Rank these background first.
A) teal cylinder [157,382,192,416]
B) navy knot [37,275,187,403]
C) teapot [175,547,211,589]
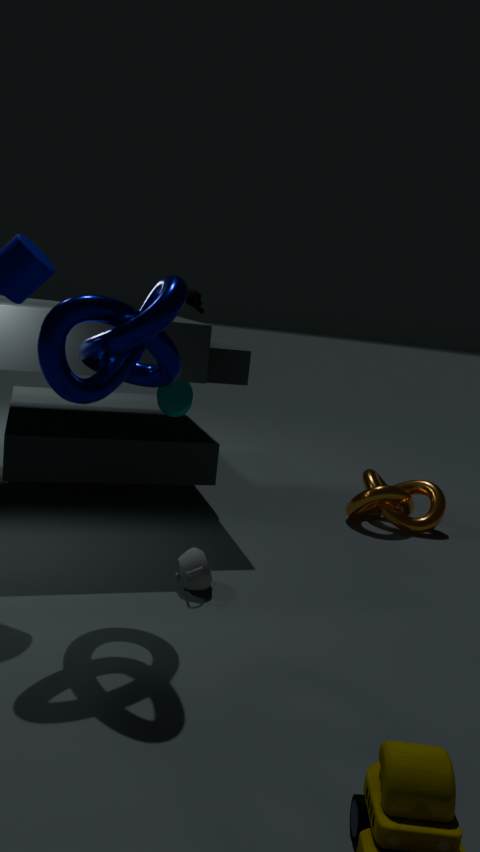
1. teal cylinder [157,382,192,416]
2. teapot [175,547,211,589]
3. navy knot [37,275,187,403]
